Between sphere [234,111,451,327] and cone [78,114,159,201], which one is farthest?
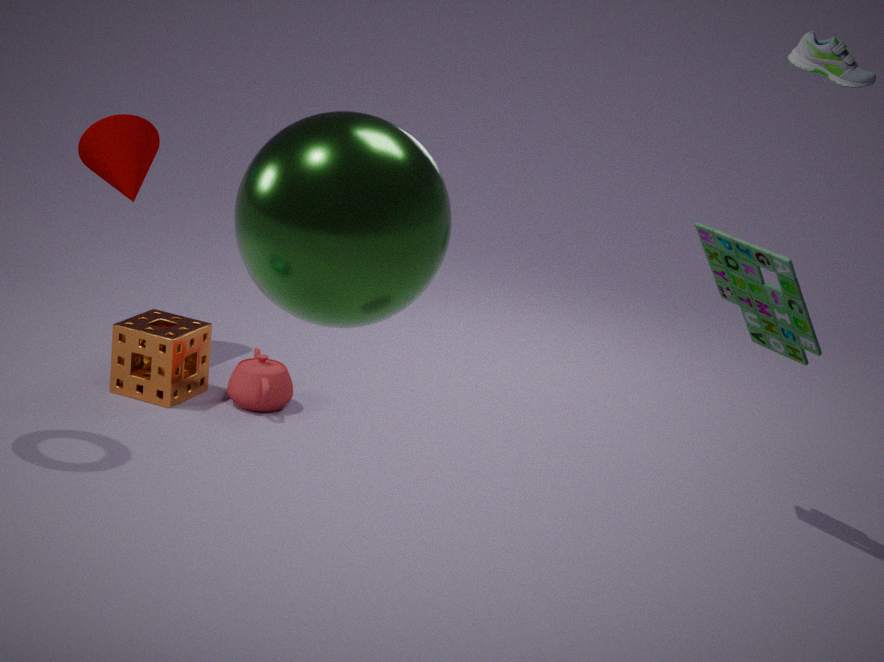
cone [78,114,159,201]
